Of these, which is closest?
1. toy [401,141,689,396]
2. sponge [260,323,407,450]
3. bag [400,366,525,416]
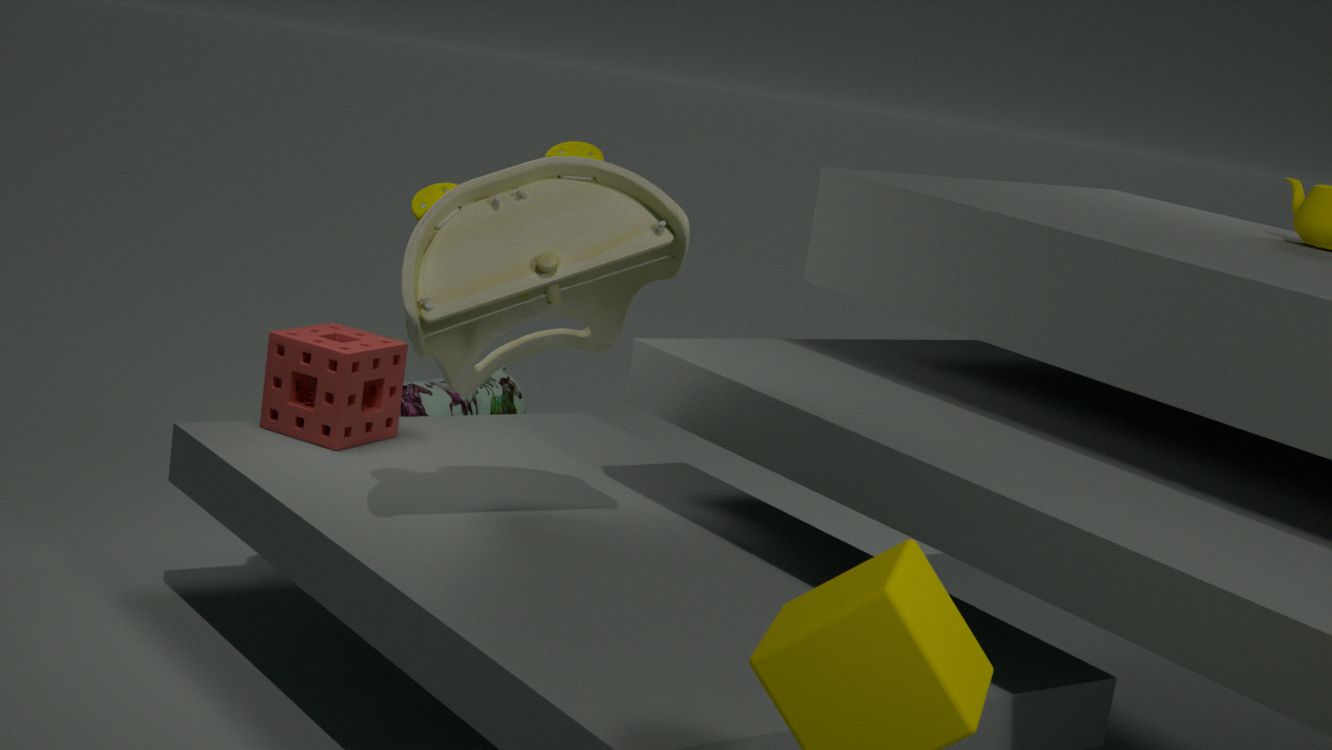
toy [401,141,689,396]
